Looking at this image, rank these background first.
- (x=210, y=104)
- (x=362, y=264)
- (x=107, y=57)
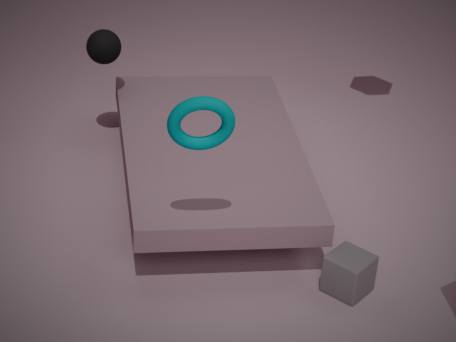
(x=107, y=57), (x=362, y=264), (x=210, y=104)
